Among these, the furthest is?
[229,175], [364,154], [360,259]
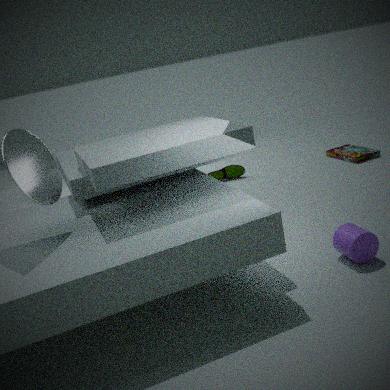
[229,175]
